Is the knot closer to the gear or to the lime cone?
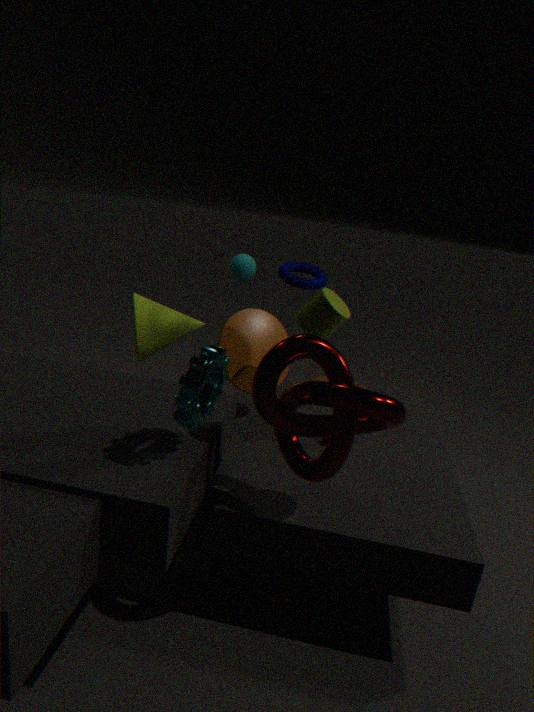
the gear
